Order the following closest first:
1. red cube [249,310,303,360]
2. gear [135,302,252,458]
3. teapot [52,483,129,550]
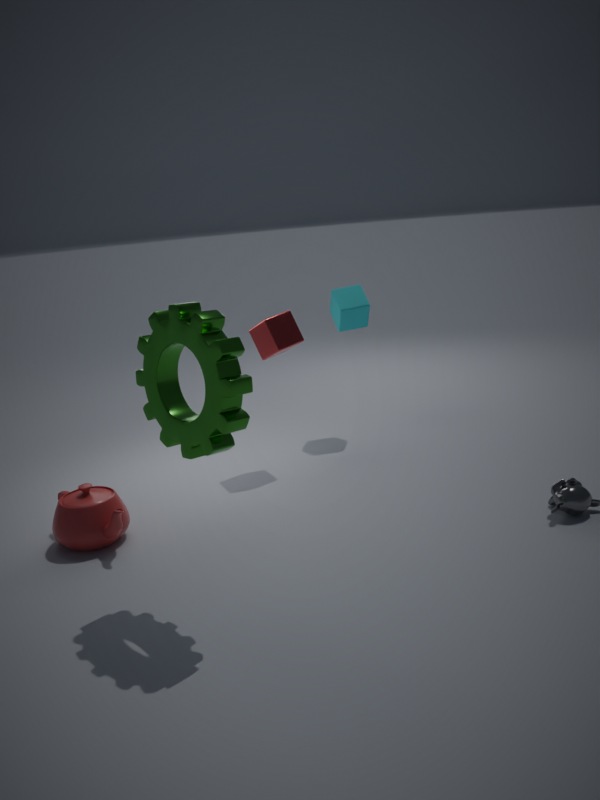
1. gear [135,302,252,458]
2. teapot [52,483,129,550]
3. red cube [249,310,303,360]
